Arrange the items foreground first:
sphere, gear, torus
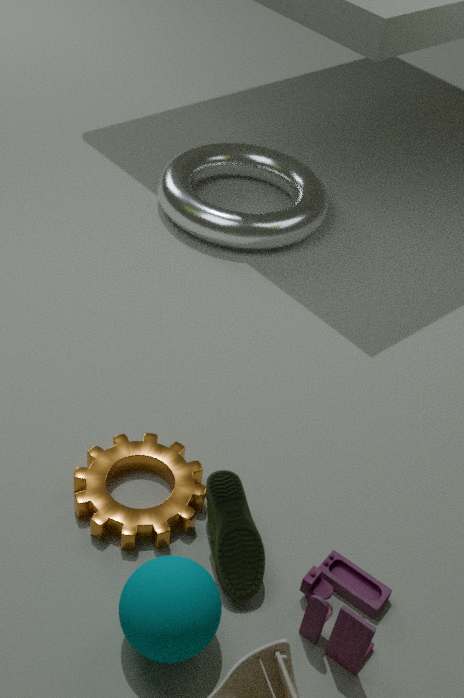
sphere, gear, torus
